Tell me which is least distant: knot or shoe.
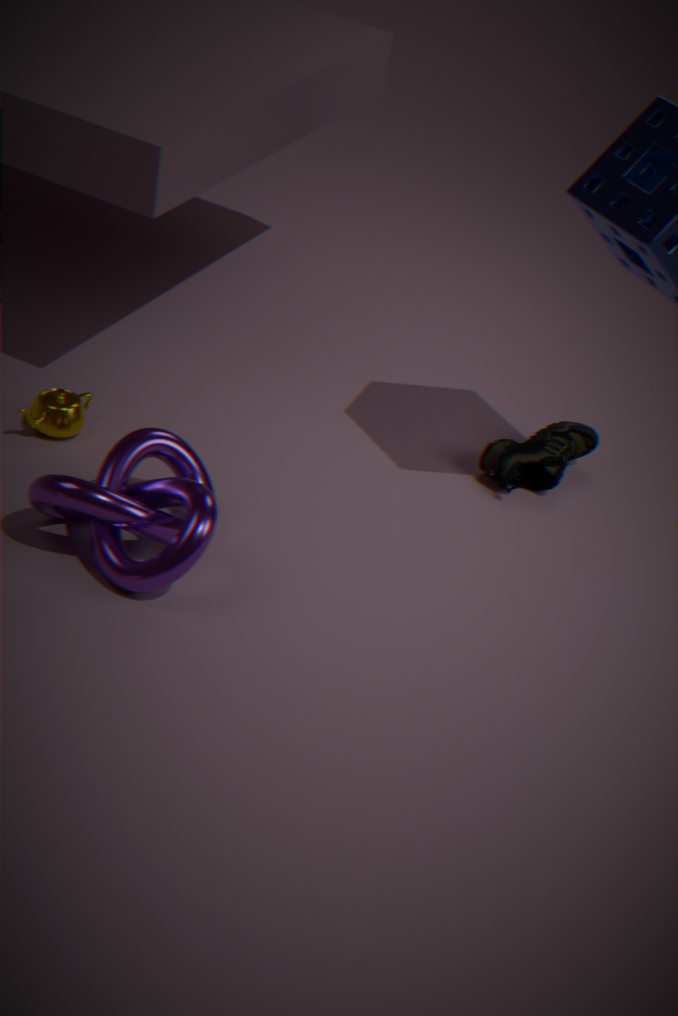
knot
